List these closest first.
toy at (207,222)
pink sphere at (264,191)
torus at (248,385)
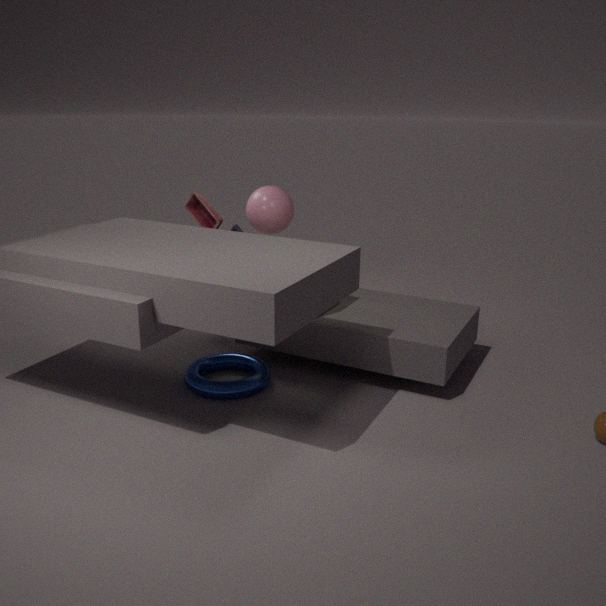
torus at (248,385) → toy at (207,222) → pink sphere at (264,191)
